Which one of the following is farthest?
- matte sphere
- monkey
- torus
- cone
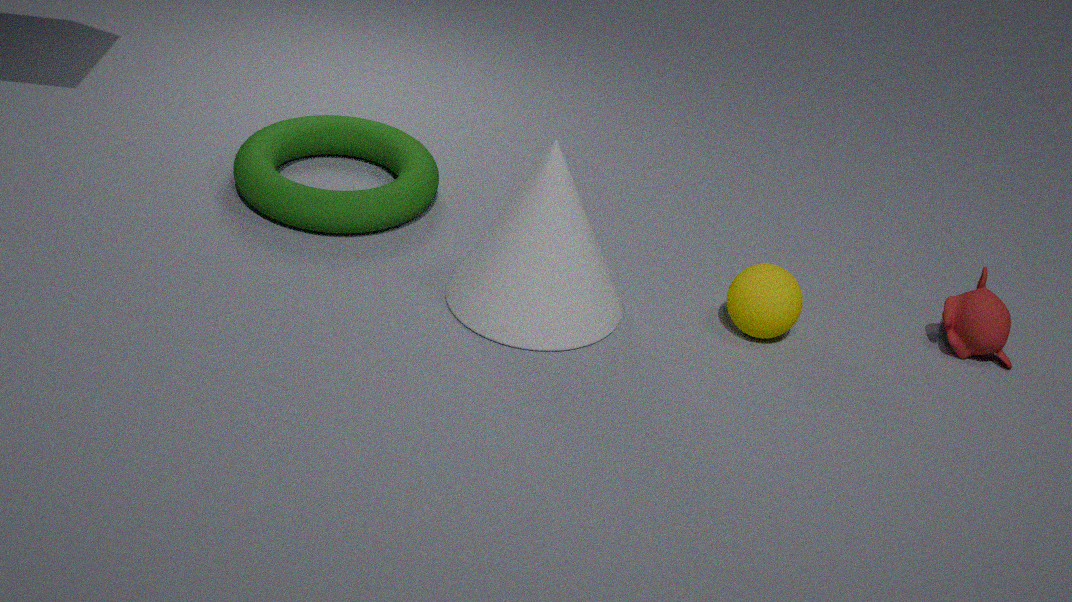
torus
